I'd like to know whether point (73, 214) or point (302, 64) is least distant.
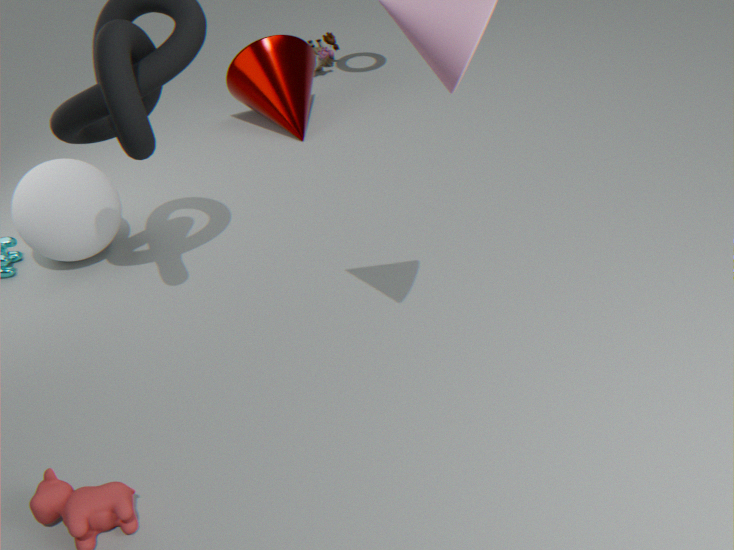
point (73, 214)
